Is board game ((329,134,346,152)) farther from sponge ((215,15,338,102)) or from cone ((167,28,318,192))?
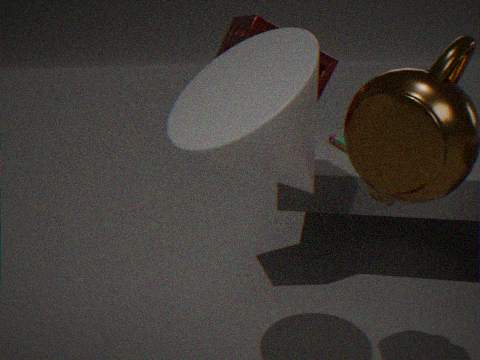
cone ((167,28,318,192))
